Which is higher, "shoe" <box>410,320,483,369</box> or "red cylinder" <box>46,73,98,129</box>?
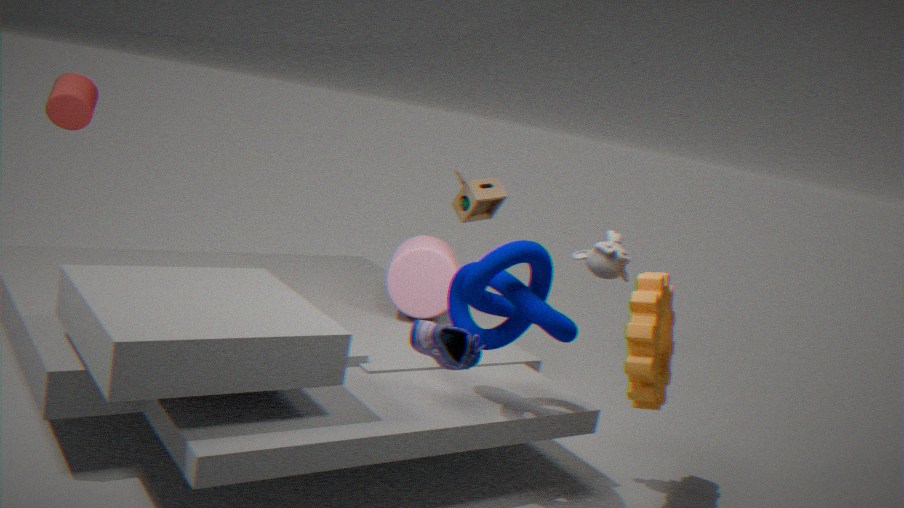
"red cylinder" <box>46,73,98,129</box>
